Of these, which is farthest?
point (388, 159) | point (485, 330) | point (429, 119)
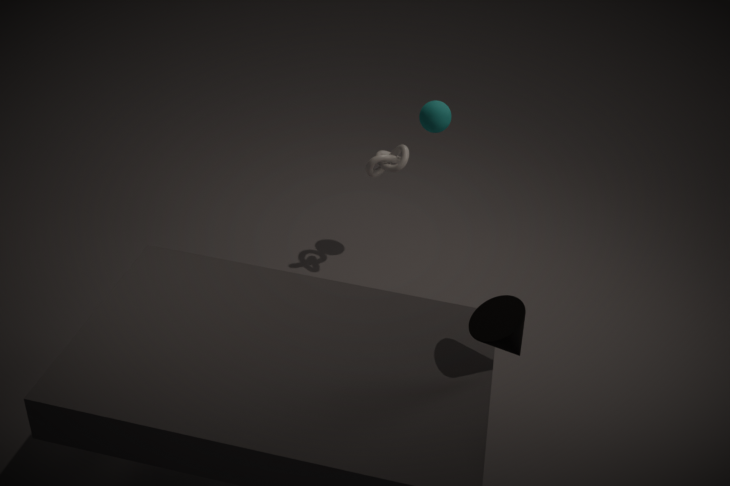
point (388, 159)
